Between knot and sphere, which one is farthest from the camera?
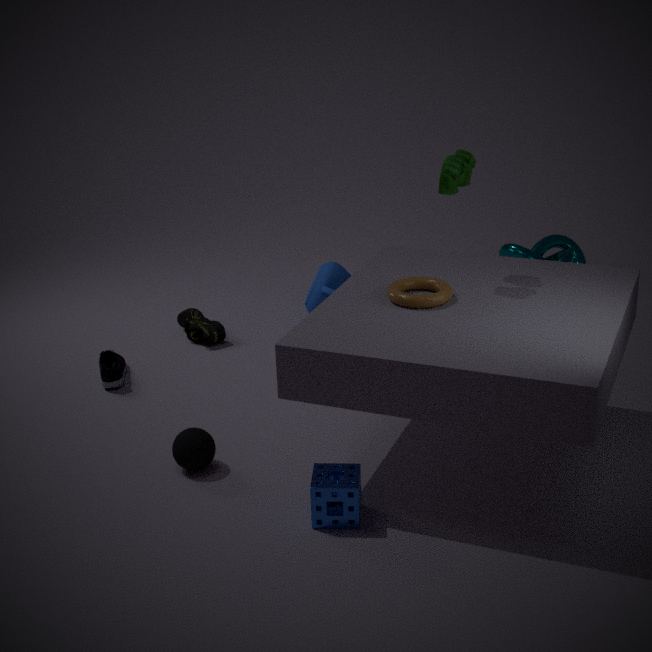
knot
